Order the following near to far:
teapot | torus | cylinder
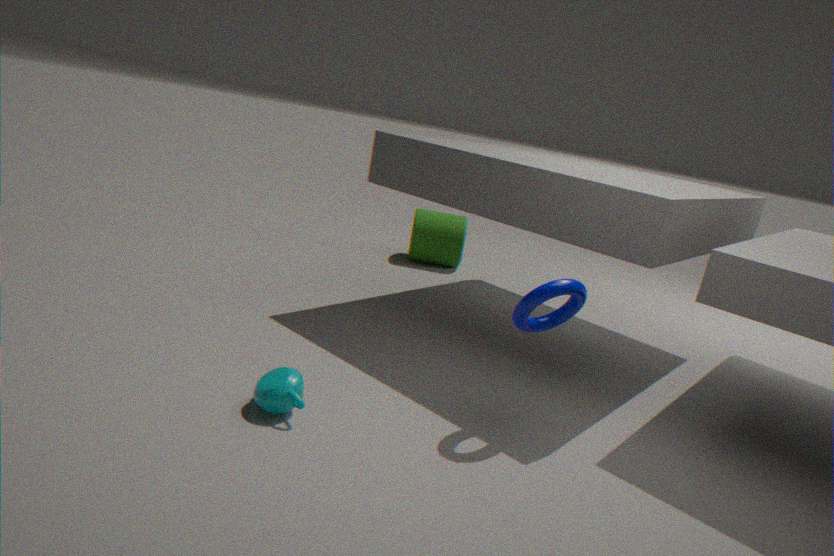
teapot
torus
cylinder
